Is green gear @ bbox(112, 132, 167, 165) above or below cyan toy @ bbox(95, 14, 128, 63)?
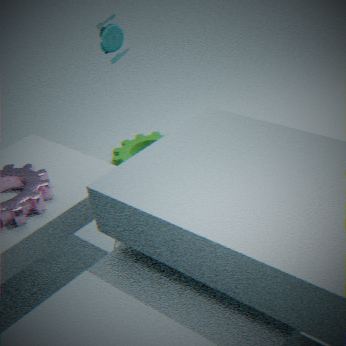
below
